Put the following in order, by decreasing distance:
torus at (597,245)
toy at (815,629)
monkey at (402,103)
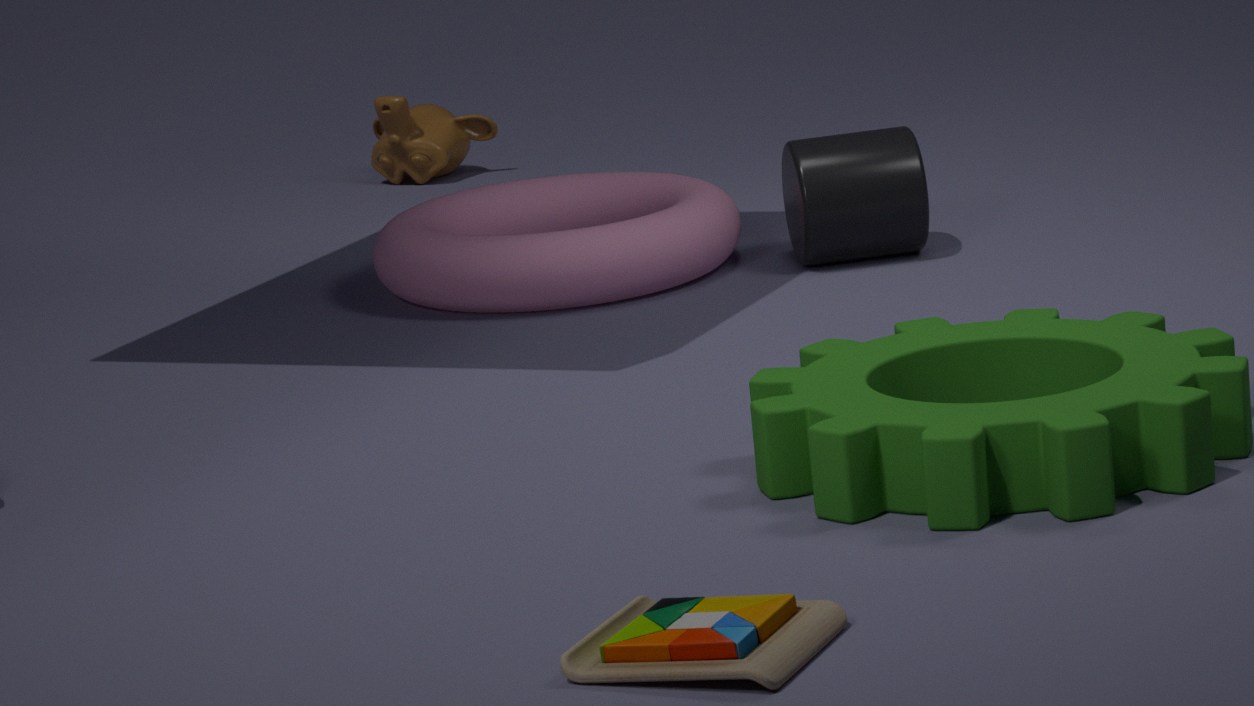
monkey at (402,103) → torus at (597,245) → toy at (815,629)
